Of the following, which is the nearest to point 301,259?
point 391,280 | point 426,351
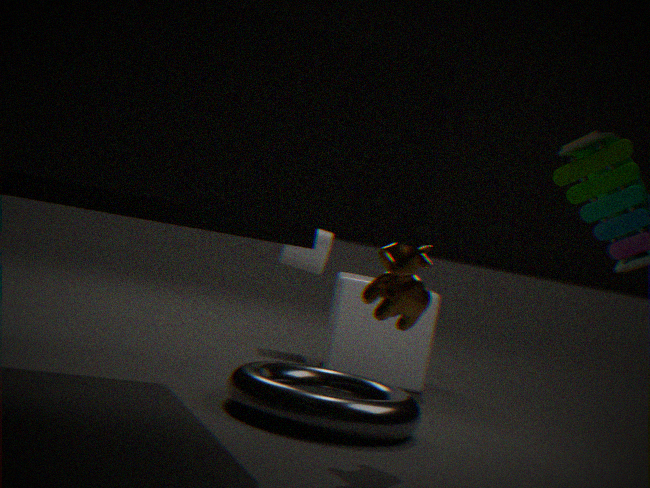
point 426,351
